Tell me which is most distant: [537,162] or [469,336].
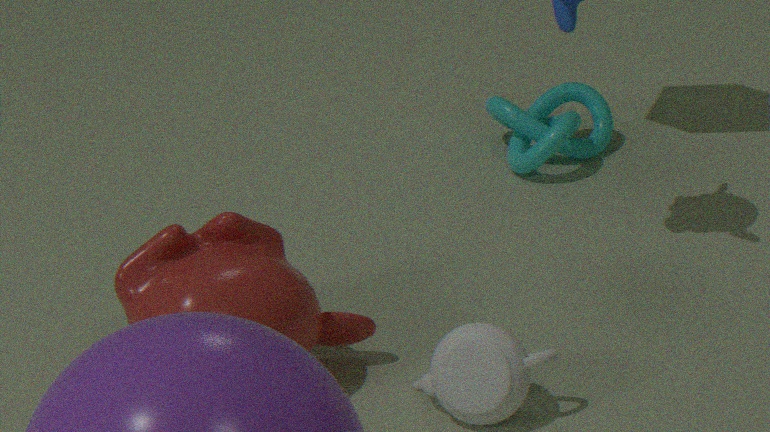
[537,162]
